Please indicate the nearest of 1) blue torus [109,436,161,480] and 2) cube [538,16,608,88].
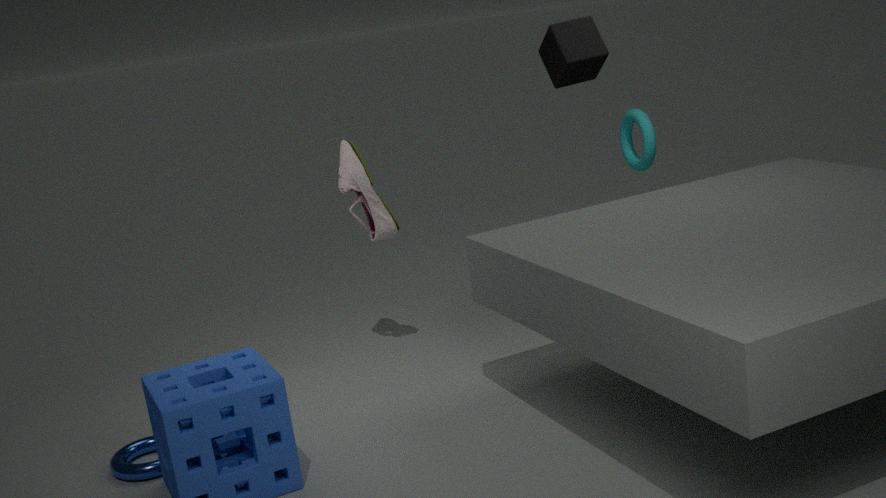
1. blue torus [109,436,161,480]
